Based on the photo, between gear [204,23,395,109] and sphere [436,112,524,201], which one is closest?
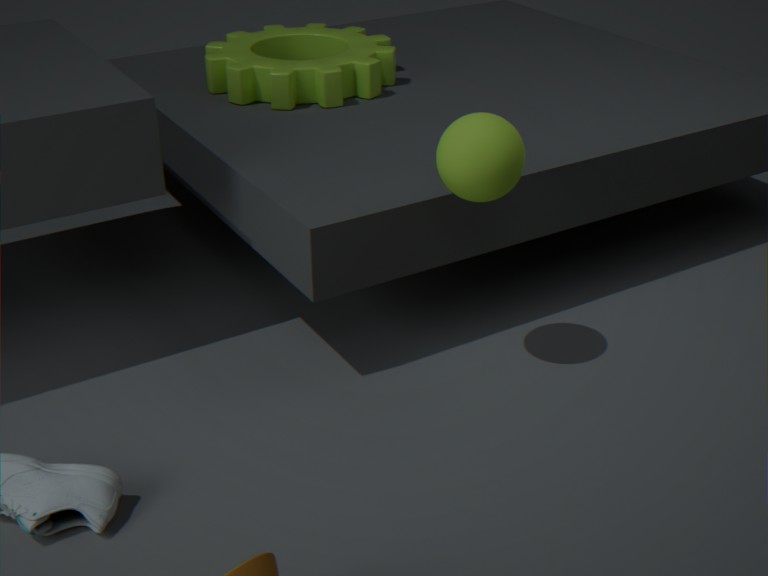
sphere [436,112,524,201]
